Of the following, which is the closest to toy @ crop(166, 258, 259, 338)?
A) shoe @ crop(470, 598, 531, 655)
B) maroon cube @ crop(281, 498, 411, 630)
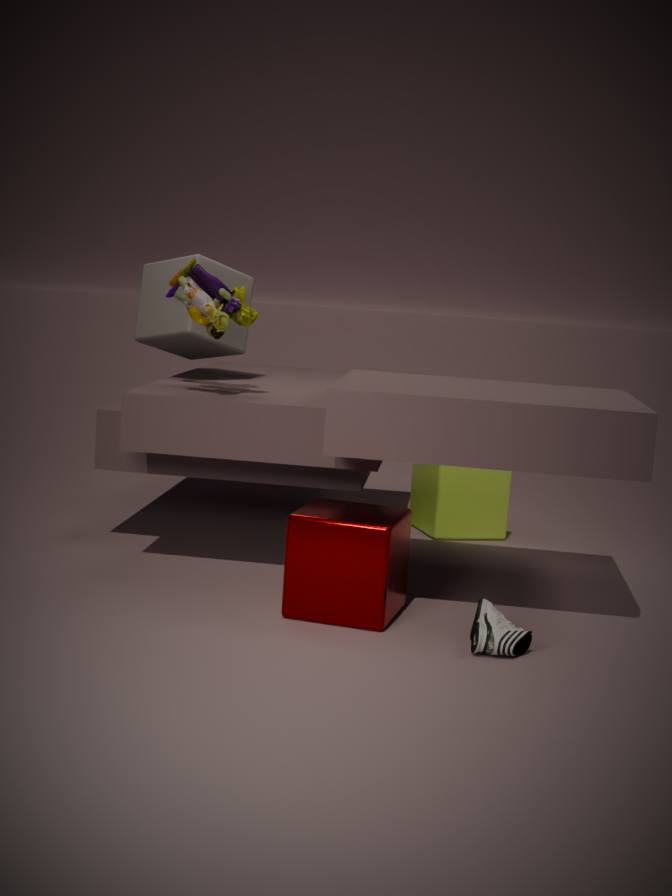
maroon cube @ crop(281, 498, 411, 630)
